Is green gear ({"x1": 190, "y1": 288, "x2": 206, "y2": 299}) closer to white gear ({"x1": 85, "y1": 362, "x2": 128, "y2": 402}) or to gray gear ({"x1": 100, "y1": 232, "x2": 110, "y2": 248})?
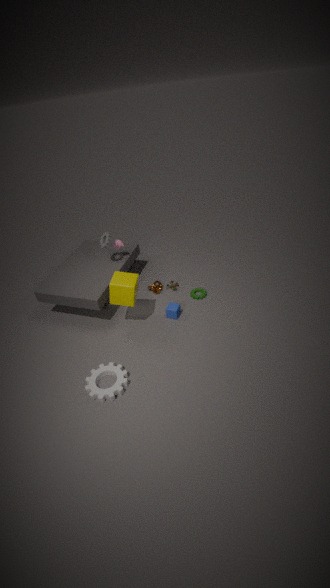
gray gear ({"x1": 100, "y1": 232, "x2": 110, "y2": 248})
